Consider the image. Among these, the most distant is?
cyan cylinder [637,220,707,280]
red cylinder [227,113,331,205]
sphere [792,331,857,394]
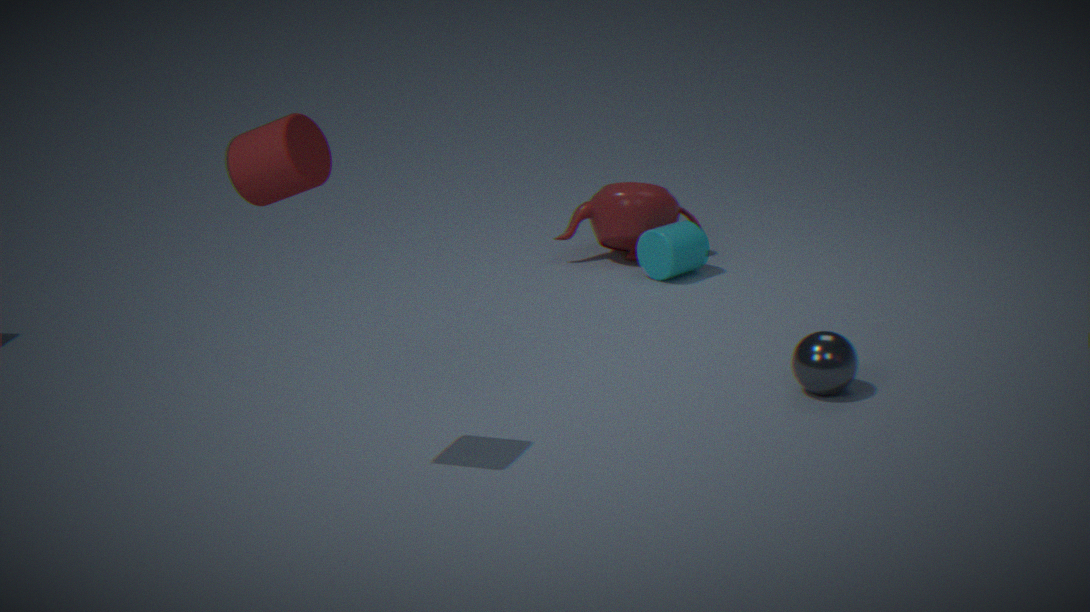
cyan cylinder [637,220,707,280]
